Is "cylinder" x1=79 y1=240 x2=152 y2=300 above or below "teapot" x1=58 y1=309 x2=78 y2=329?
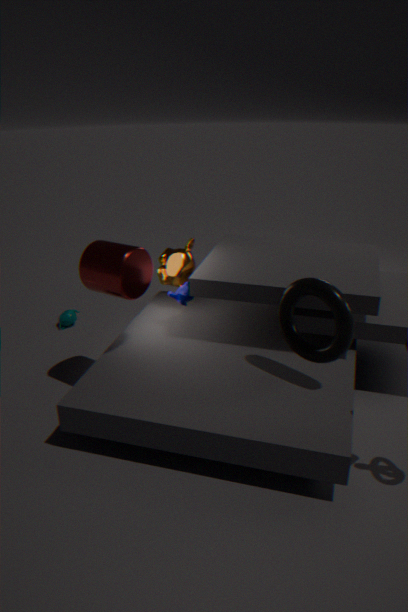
above
